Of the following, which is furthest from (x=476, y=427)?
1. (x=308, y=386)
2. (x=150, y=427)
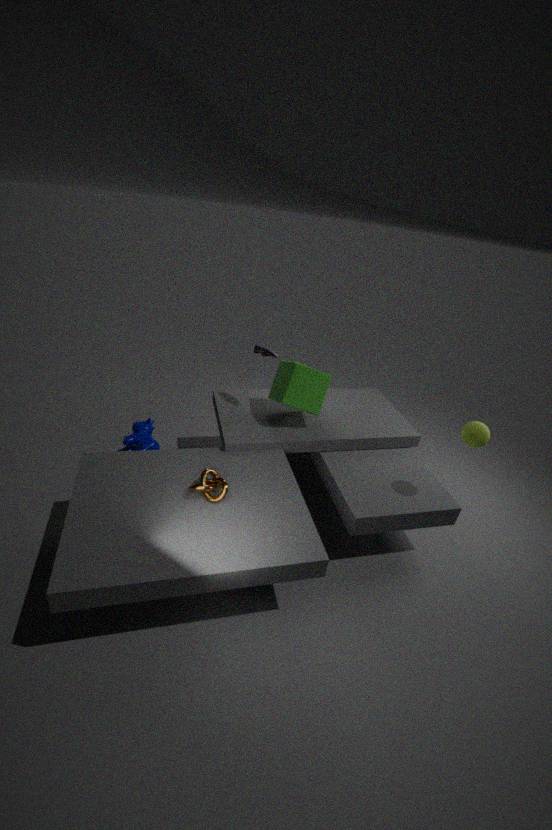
(x=150, y=427)
